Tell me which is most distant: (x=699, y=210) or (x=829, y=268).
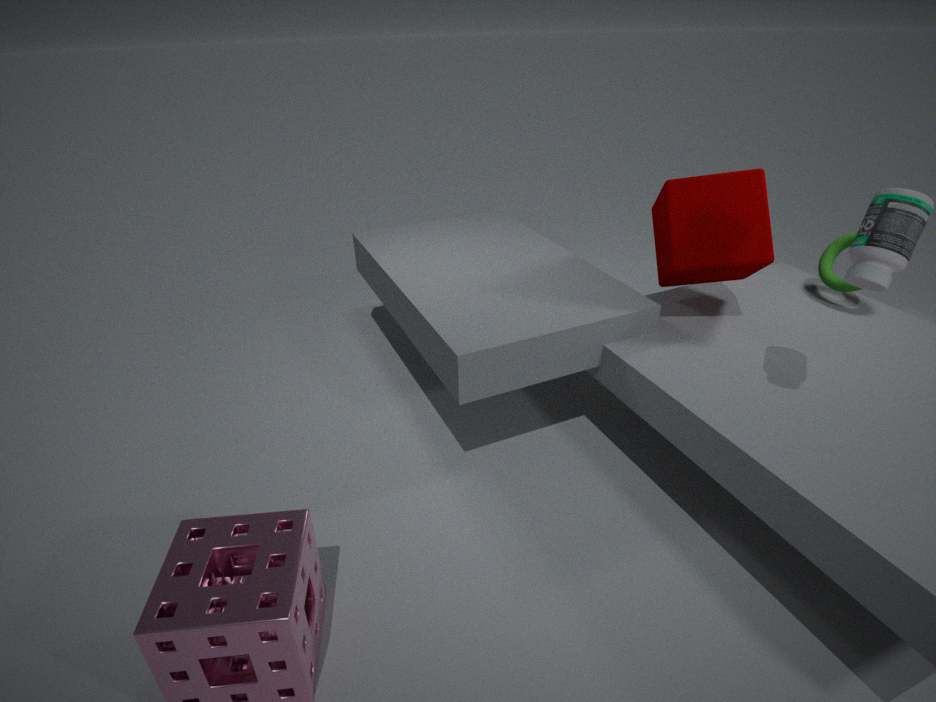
(x=829, y=268)
